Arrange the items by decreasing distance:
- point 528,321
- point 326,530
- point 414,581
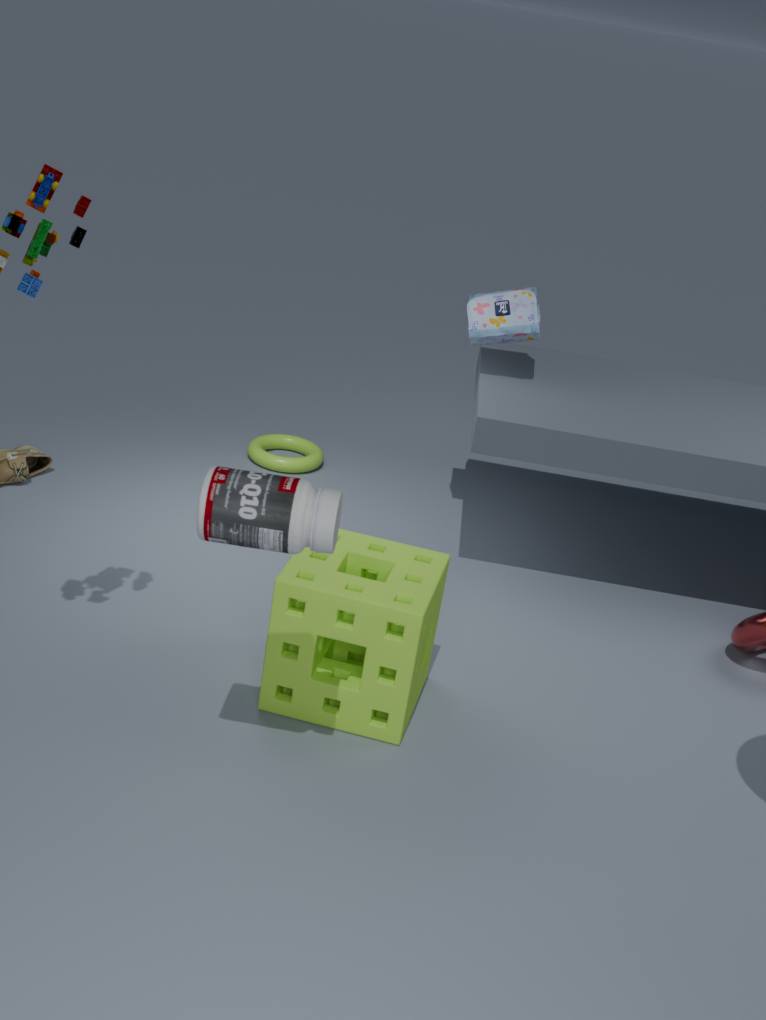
point 528,321 → point 414,581 → point 326,530
